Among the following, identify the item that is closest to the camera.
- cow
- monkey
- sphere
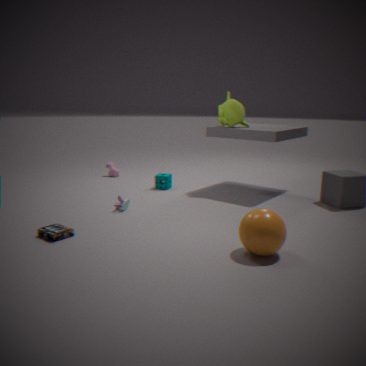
A: sphere
